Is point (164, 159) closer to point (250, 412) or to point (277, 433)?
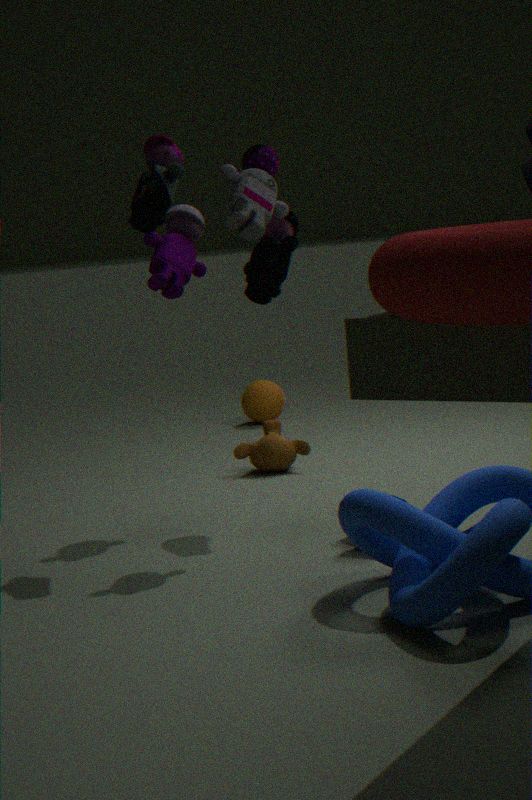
point (277, 433)
